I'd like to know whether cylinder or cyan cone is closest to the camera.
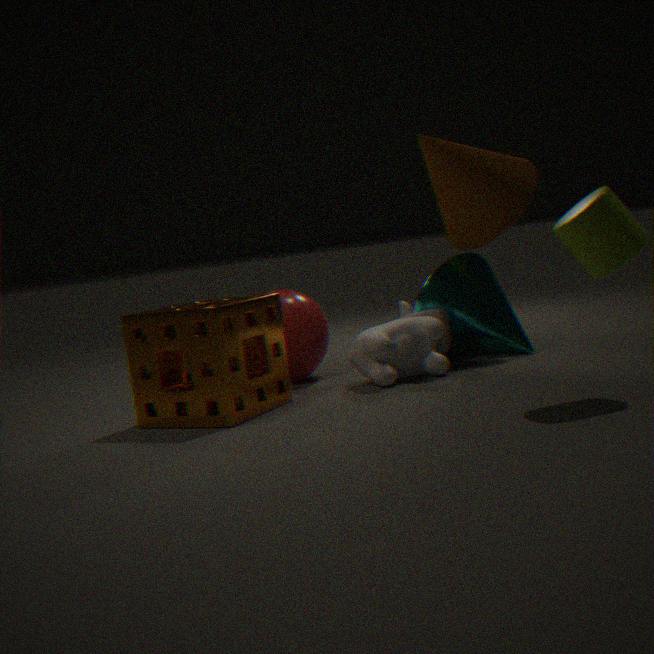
cylinder
